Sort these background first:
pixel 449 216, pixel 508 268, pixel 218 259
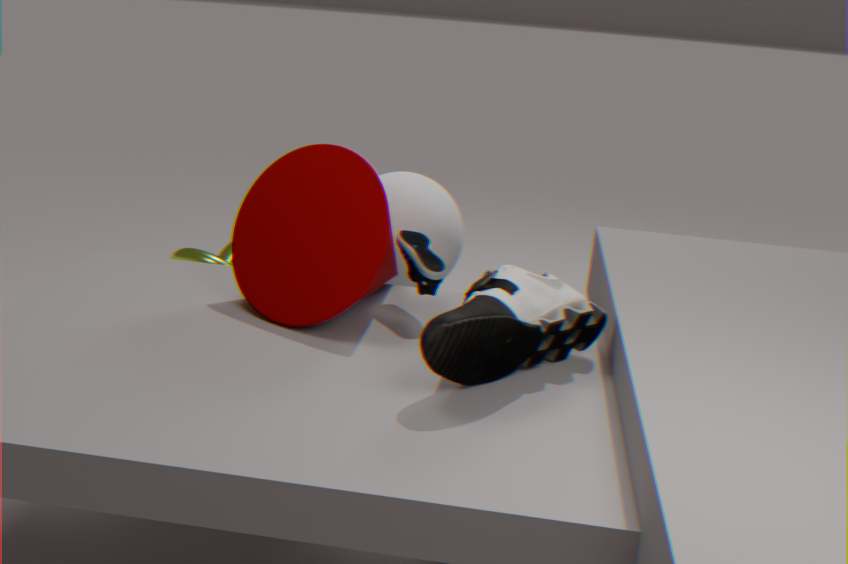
pixel 218 259
pixel 449 216
pixel 508 268
